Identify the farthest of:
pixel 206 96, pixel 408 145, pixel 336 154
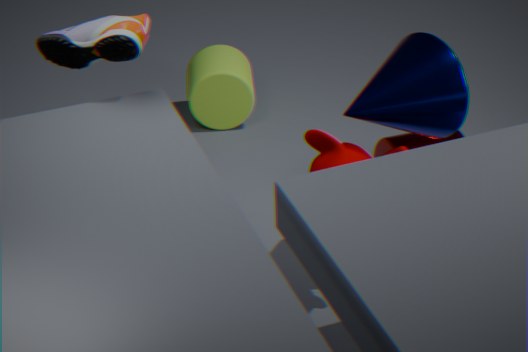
pixel 206 96
